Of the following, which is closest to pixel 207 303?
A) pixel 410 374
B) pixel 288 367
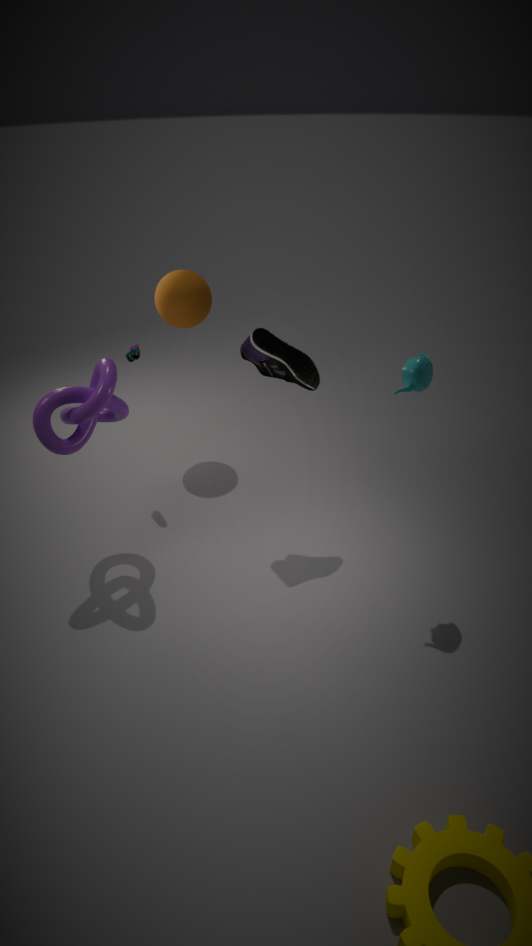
pixel 288 367
